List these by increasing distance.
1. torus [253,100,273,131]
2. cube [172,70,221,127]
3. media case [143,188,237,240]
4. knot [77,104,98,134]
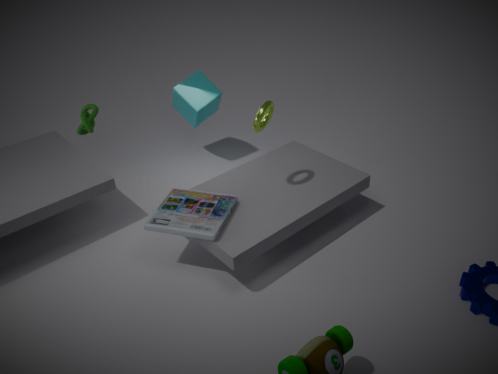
media case [143,188,237,240], torus [253,100,273,131], knot [77,104,98,134], cube [172,70,221,127]
